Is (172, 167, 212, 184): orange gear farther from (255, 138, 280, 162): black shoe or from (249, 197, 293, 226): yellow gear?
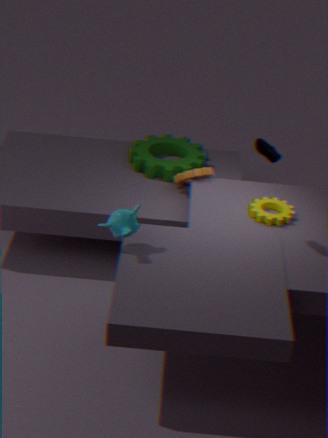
(255, 138, 280, 162): black shoe
